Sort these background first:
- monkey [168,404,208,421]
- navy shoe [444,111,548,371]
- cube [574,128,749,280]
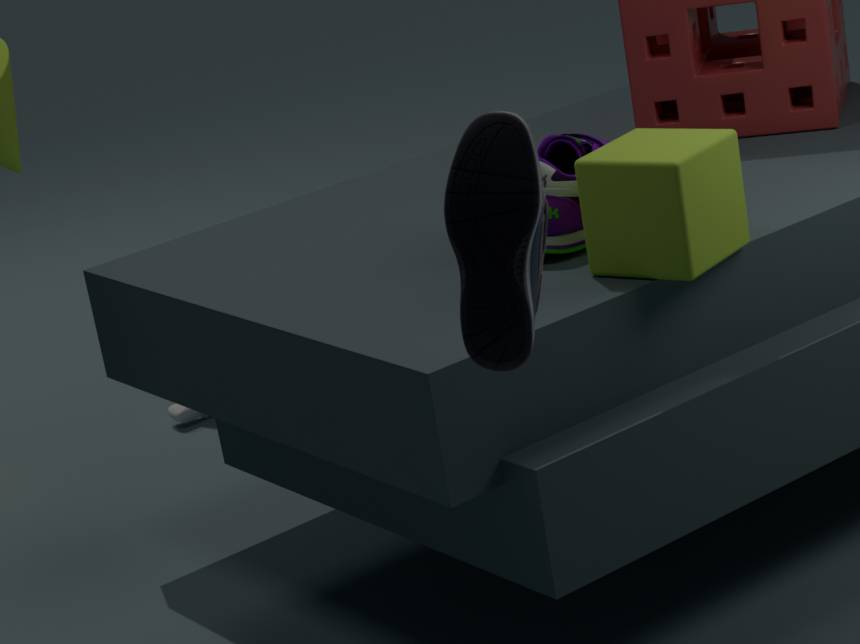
monkey [168,404,208,421]
cube [574,128,749,280]
navy shoe [444,111,548,371]
